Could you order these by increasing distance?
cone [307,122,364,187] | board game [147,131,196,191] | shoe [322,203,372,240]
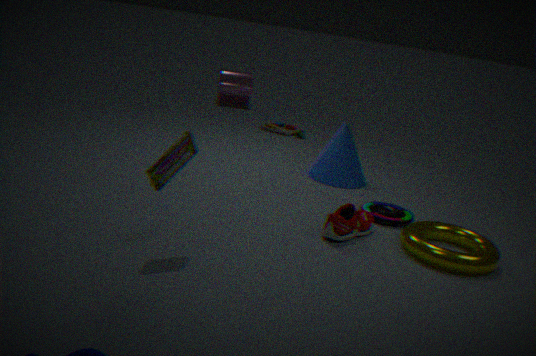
board game [147,131,196,191], shoe [322,203,372,240], cone [307,122,364,187]
